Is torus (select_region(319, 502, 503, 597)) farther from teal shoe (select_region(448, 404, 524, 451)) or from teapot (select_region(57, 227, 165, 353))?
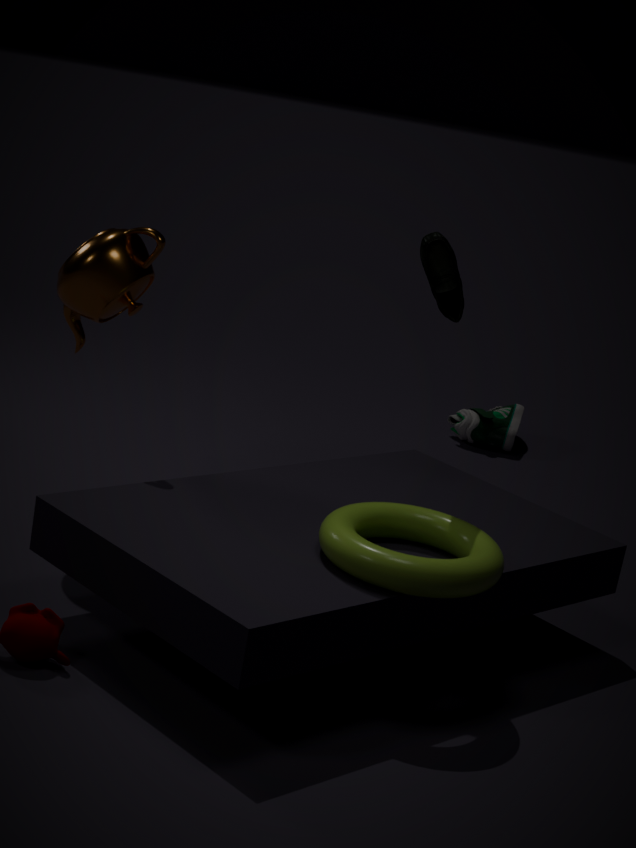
teal shoe (select_region(448, 404, 524, 451))
